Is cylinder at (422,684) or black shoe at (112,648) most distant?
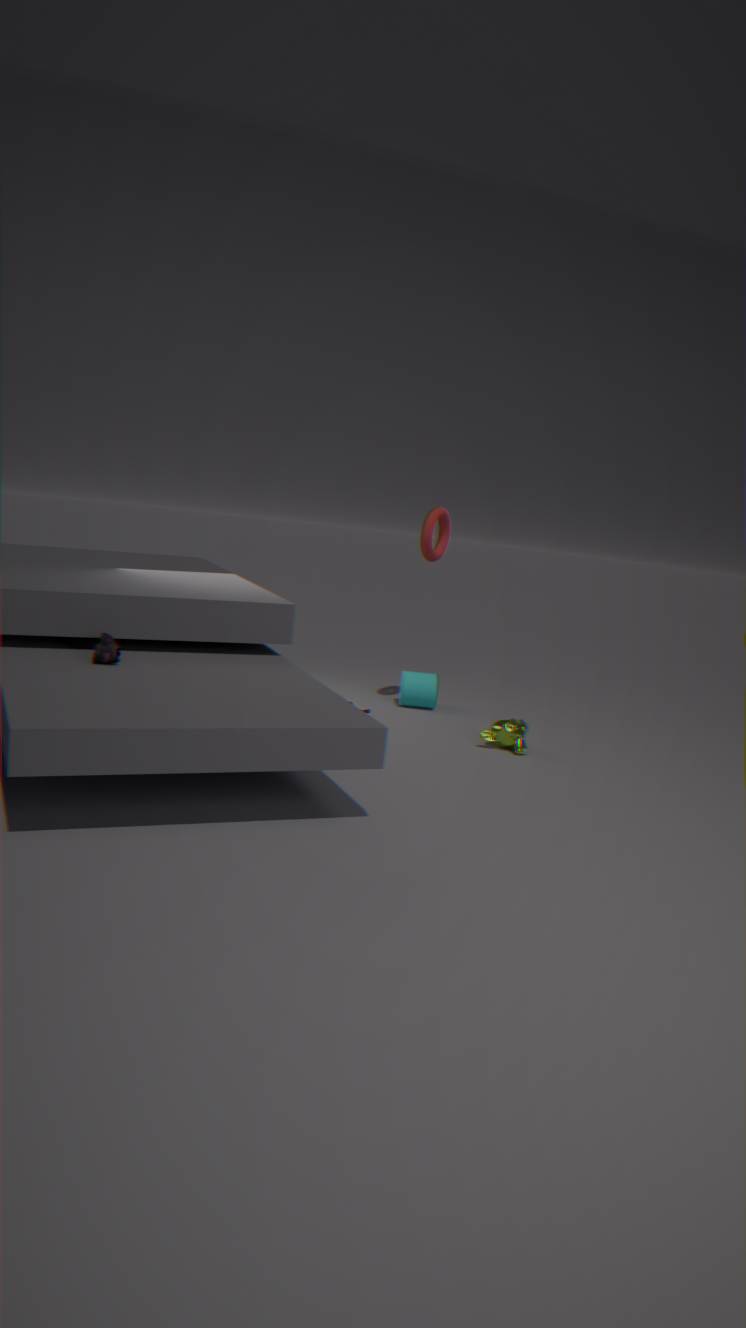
cylinder at (422,684)
